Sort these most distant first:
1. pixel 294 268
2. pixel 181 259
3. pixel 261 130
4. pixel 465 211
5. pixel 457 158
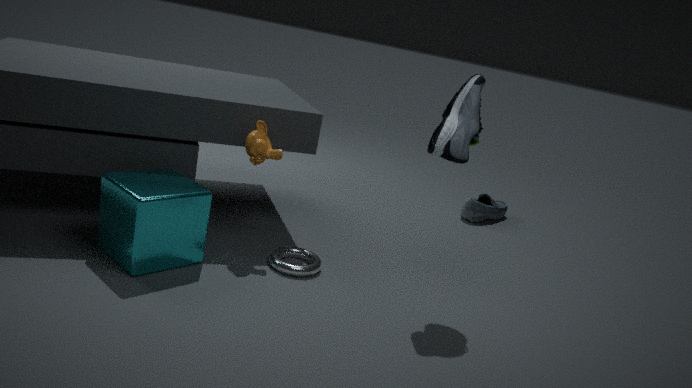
pixel 465 211, pixel 261 130, pixel 294 268, pixel 181 259, pixel 457 158
